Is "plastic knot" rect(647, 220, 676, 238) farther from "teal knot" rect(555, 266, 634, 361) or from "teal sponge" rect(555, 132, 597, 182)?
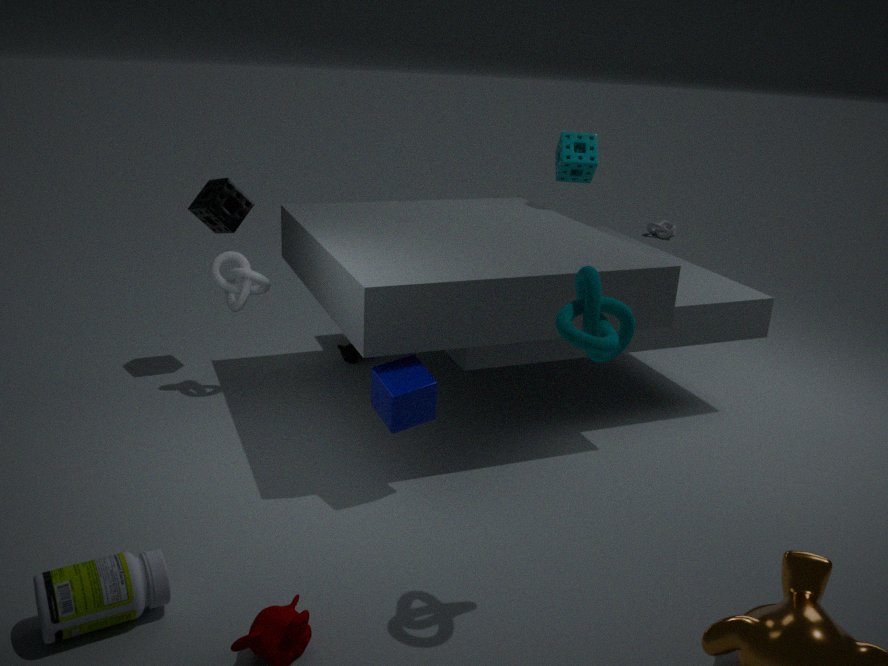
"teal knot" rect(555, 266, 634, 361)
